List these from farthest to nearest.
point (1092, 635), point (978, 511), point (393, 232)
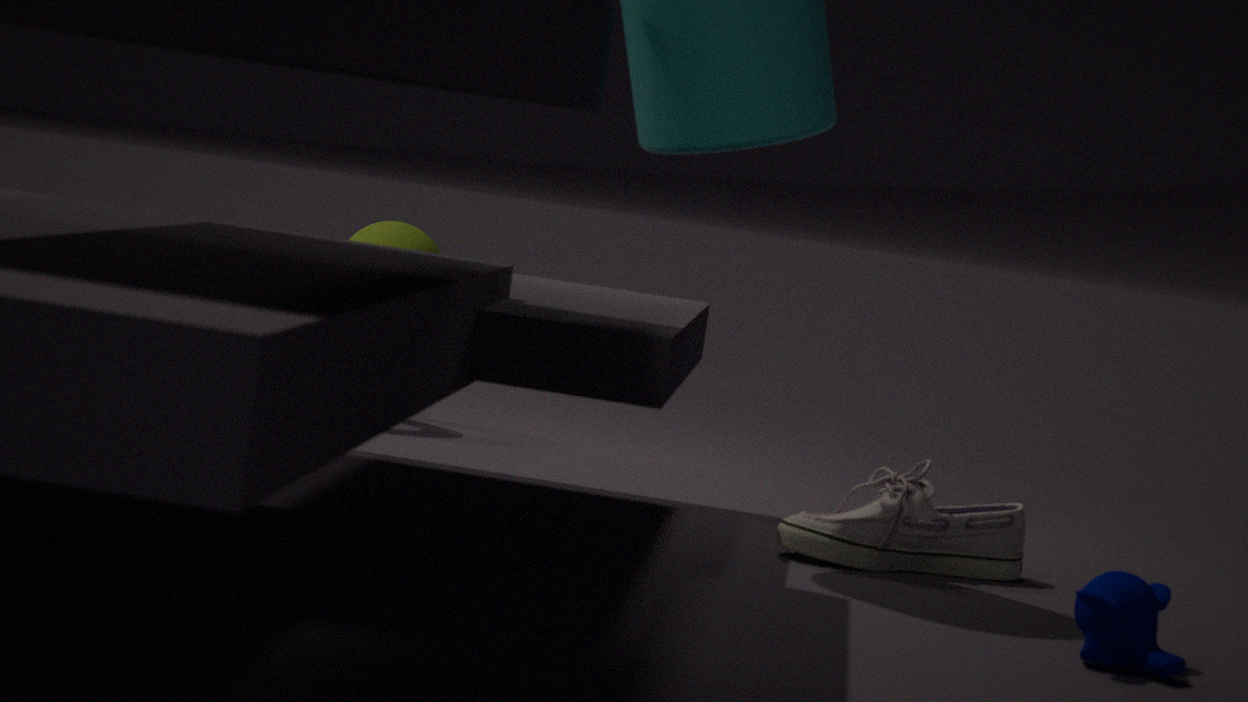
point (393, 232), point (978, 511), point (1092, 635)
